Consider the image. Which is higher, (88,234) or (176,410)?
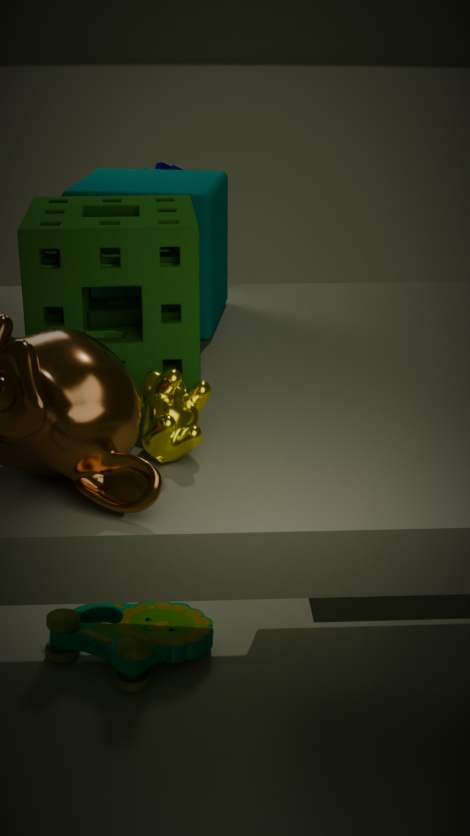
(88,234)
